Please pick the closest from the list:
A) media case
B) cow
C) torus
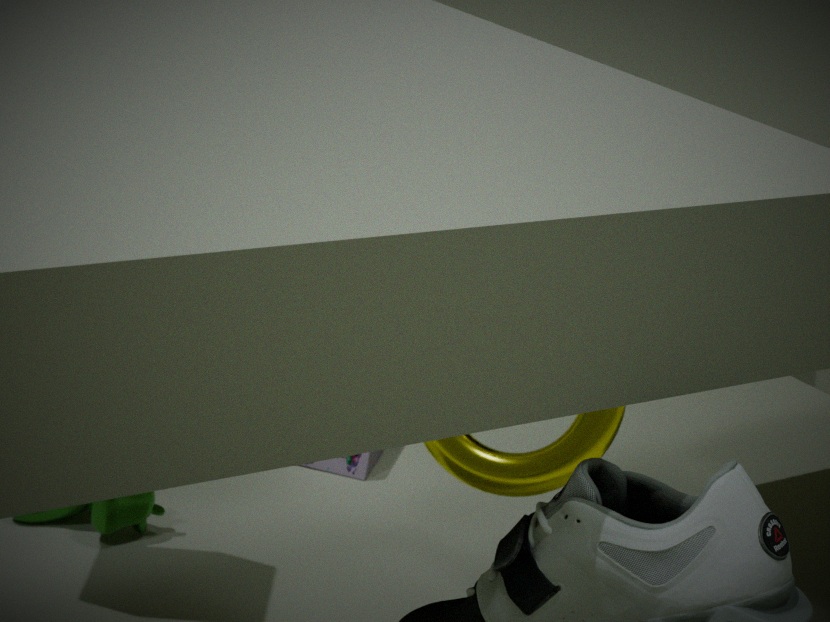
torus
